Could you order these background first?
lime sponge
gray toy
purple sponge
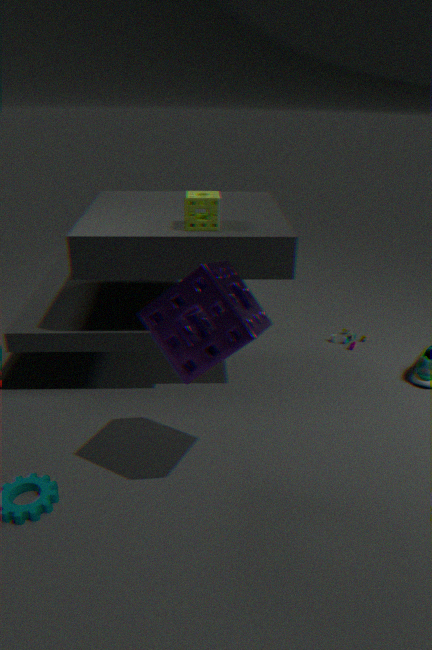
gray toy → lime sponge → purple sponge
